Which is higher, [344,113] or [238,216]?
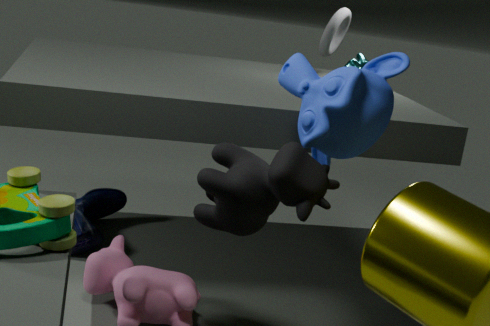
[344,113]
